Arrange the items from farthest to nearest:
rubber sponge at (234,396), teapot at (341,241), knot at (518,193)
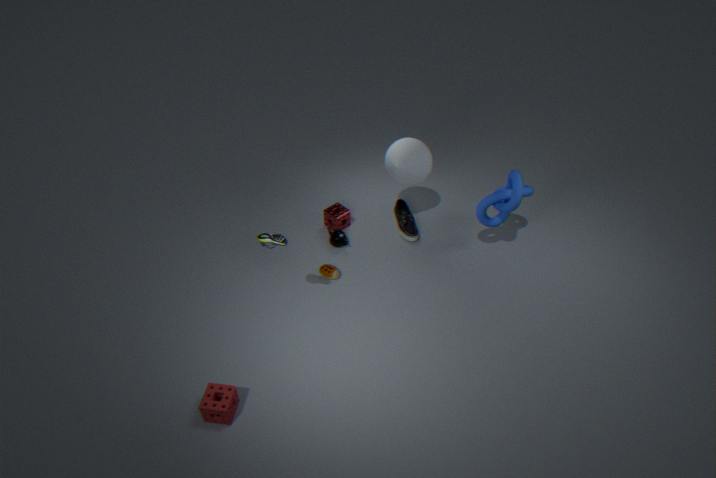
teapot at (341,241), knot at (518,193), rubber sponge at (234,396)
